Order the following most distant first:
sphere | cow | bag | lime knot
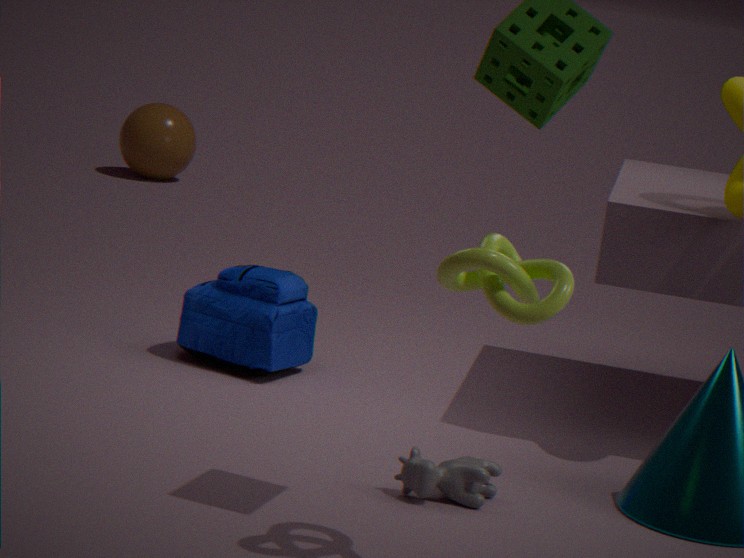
sphere → bag → cow → lime knot
